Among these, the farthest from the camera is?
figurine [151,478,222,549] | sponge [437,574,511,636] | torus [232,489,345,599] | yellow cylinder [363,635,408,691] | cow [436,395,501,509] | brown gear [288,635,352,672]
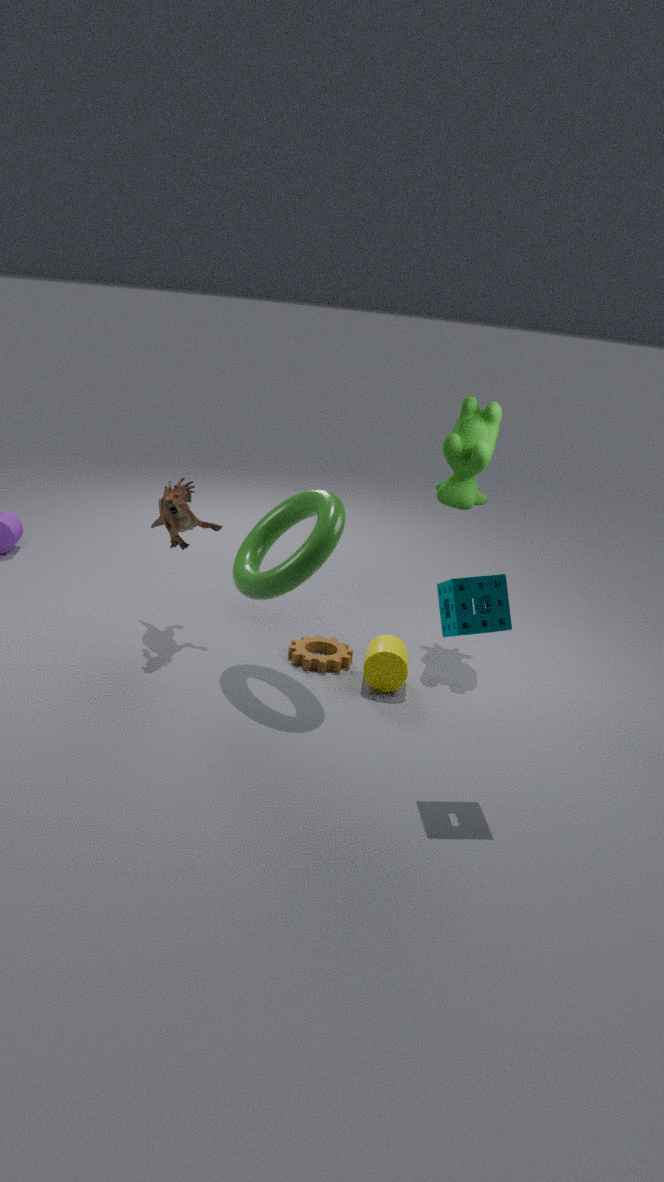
cow [436,395,501,509]
